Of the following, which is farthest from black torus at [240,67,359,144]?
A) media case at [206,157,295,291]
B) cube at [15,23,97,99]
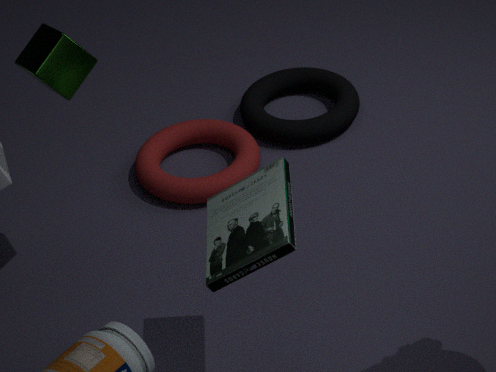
media case at [206,157,295,291]
